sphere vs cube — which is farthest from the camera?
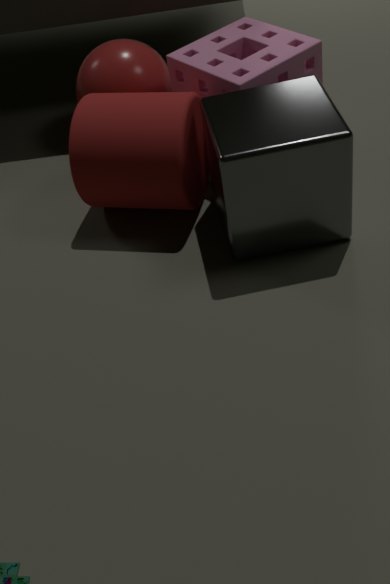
sphere
